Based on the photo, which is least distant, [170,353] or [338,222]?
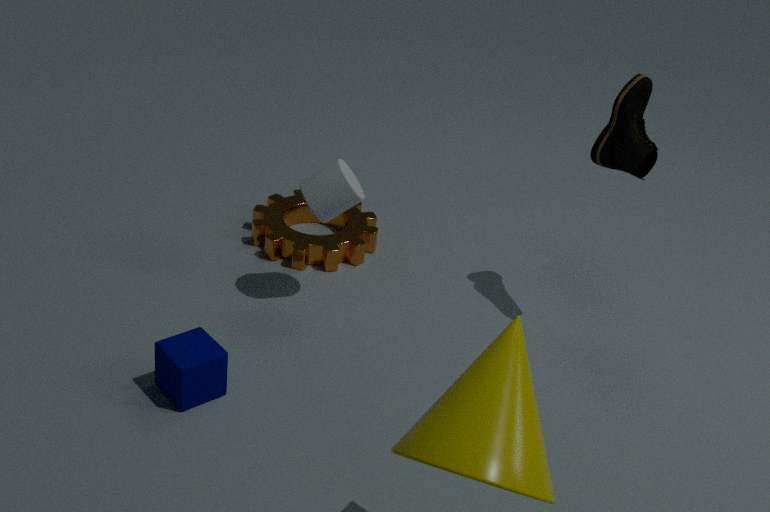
[170,353]
